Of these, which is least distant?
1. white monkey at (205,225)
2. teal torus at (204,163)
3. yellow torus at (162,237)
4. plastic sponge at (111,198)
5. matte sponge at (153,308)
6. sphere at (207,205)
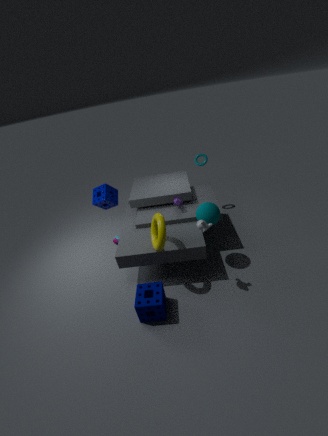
white monkey at (205,225)
